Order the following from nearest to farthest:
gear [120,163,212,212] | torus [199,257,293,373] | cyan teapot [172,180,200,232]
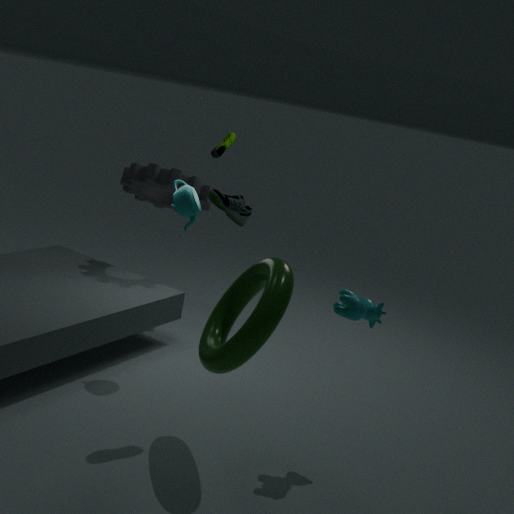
torus [199,257,293,373]
cyan teapot [172,180,200,232]
gear [120,163,212,212]
